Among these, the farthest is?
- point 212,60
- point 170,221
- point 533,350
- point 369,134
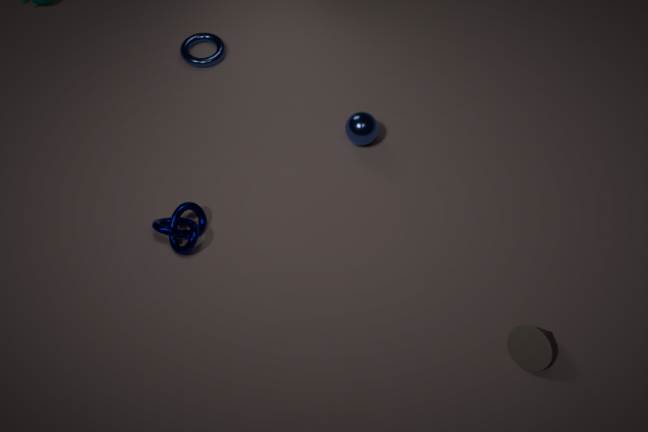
point 212,60
